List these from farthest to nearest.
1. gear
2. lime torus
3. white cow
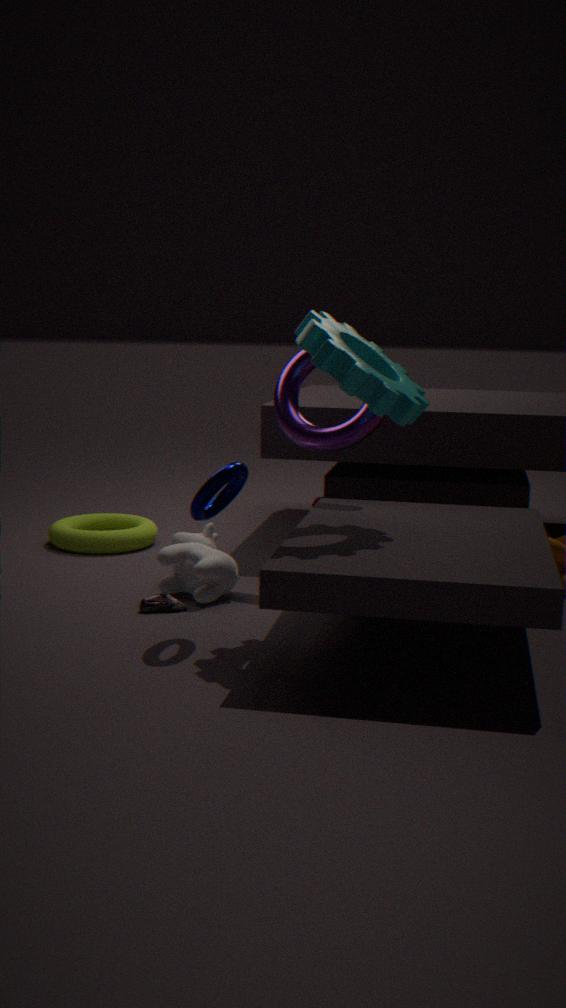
1. lime torus
2. white cow
3. gear
